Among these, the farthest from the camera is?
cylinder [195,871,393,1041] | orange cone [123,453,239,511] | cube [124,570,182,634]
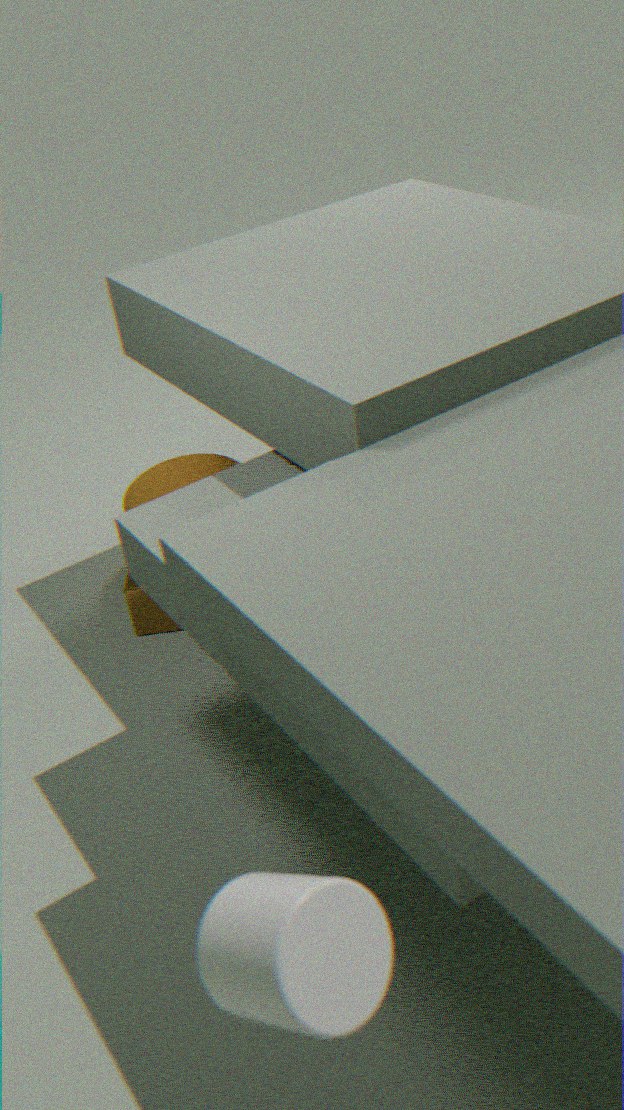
orange cone [123,453,239,511]
